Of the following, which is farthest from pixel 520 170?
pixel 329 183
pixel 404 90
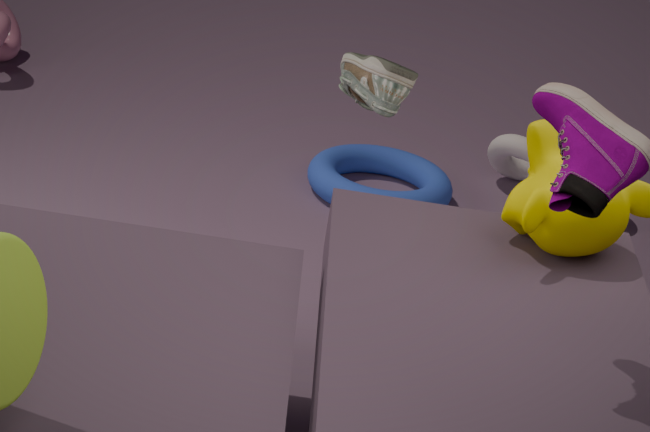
pixel 404 90
